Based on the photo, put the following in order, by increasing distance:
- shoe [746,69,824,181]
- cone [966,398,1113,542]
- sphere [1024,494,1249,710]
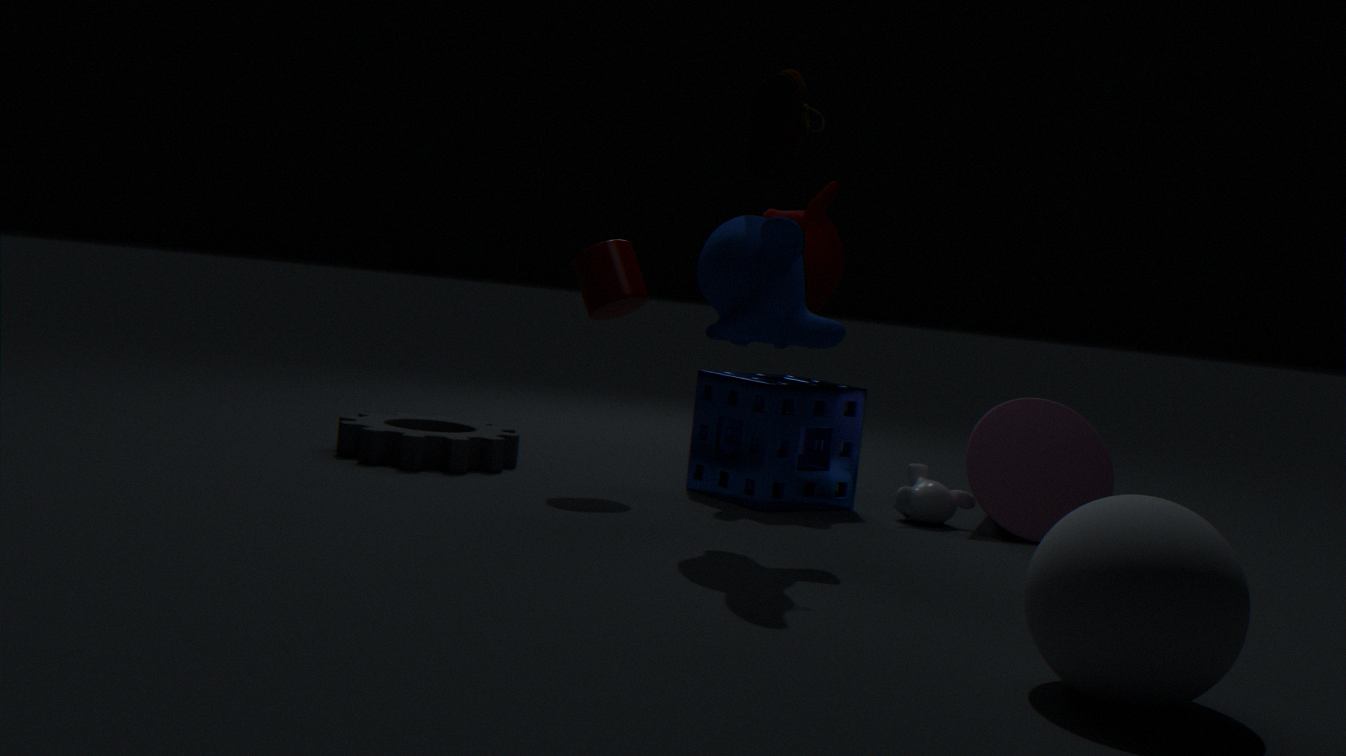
sphere [1024,494,1249,710]
shoe [746,69,824,181]
cone [966,398,1113,542]
